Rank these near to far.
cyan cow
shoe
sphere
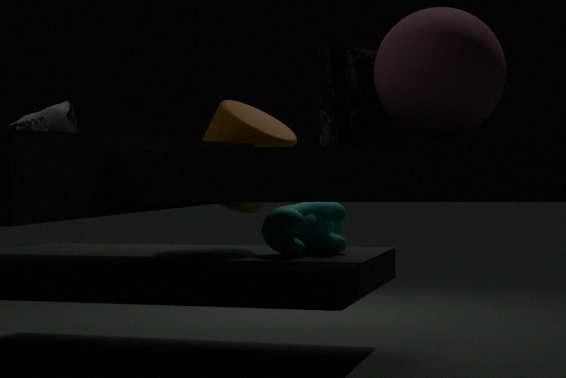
sphere, shoe, cyan cow
